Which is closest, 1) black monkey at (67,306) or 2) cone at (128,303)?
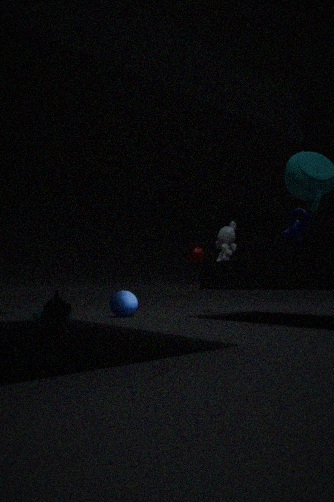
1. black monkey at (67,306)
